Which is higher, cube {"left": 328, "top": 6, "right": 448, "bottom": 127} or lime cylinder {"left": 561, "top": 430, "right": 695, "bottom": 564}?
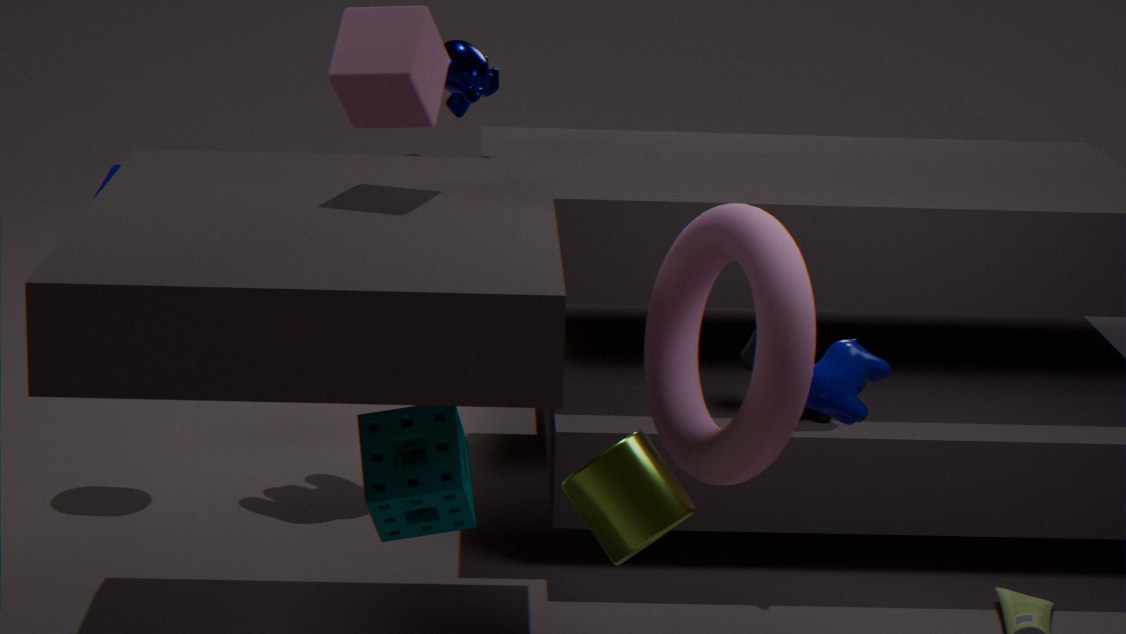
cube {"left": 328, "top": 6, "right": 448, "bottom": 127}
